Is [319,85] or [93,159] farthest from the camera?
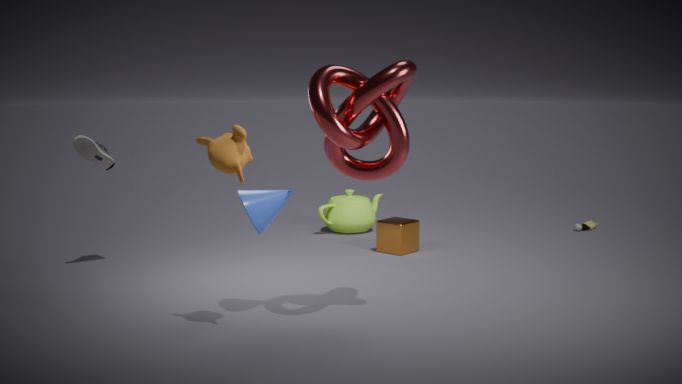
[93,159]
